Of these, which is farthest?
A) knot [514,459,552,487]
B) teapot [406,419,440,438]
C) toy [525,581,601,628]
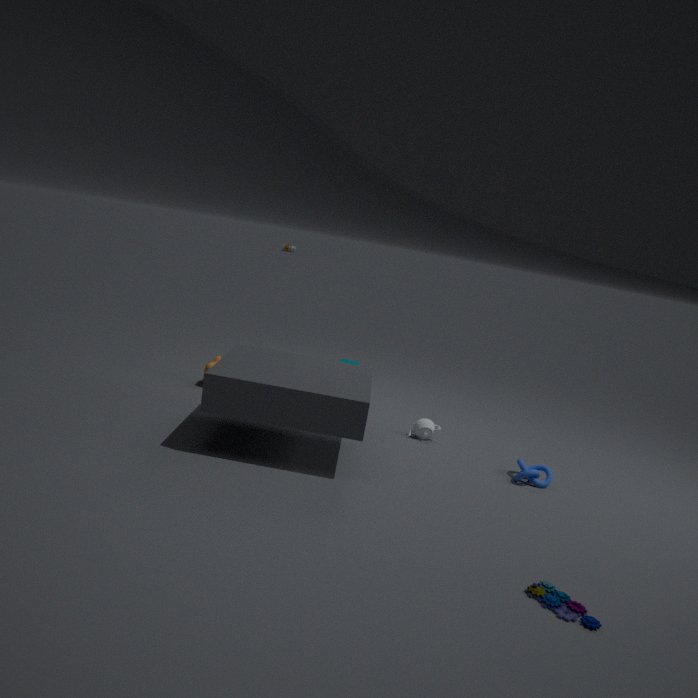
teapot [406,419,440,438]
